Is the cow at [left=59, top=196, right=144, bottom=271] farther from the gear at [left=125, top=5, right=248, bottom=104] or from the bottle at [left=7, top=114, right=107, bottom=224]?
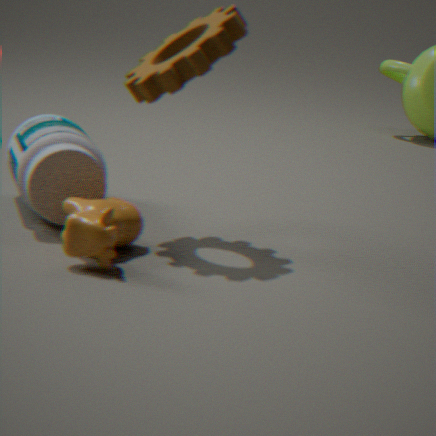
the gear at [left=125, top=5, right=248, bottom=104]
